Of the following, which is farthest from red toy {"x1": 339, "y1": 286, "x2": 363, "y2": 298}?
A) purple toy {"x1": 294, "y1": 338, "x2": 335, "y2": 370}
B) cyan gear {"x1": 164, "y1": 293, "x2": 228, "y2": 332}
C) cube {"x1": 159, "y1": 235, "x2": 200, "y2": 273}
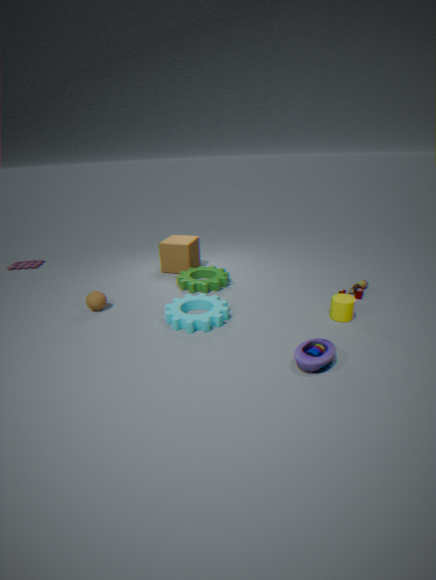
cube {"x1": 159, "y1": 235, "x2": 200, "y2": 273}
